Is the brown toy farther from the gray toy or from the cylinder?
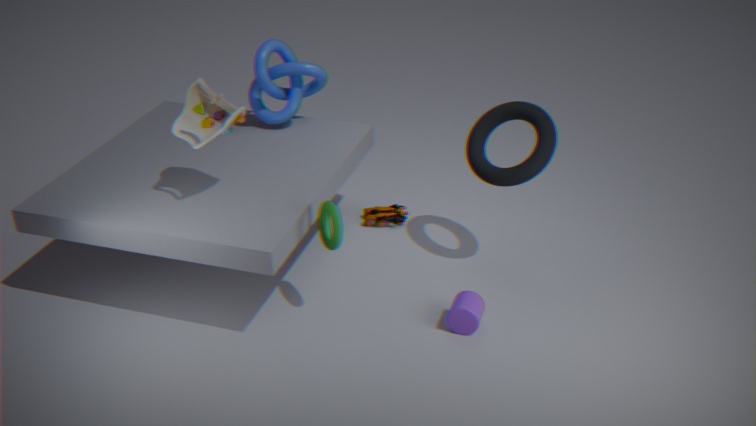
the gray toy
